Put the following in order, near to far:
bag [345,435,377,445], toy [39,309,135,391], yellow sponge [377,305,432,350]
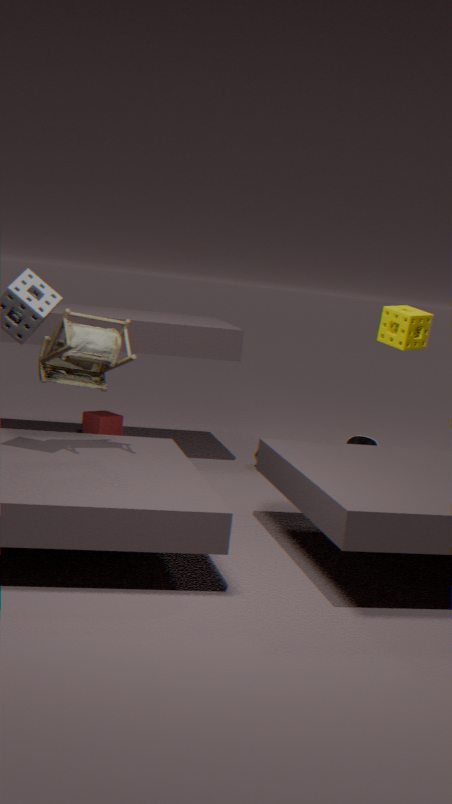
1. toy [39,309,135,391]
2. yellow sponge [377,305,432,350]
3. bag [345,435,377,445]
